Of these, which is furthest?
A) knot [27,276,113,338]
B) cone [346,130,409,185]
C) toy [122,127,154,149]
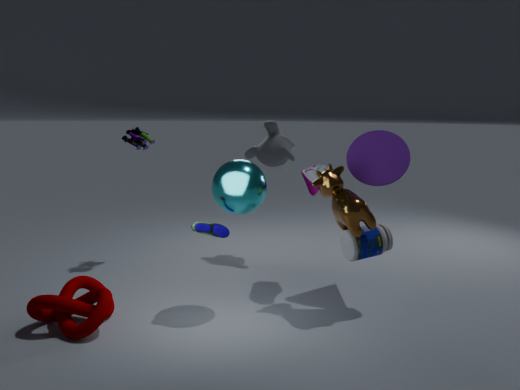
toy [122,127,154,149]
